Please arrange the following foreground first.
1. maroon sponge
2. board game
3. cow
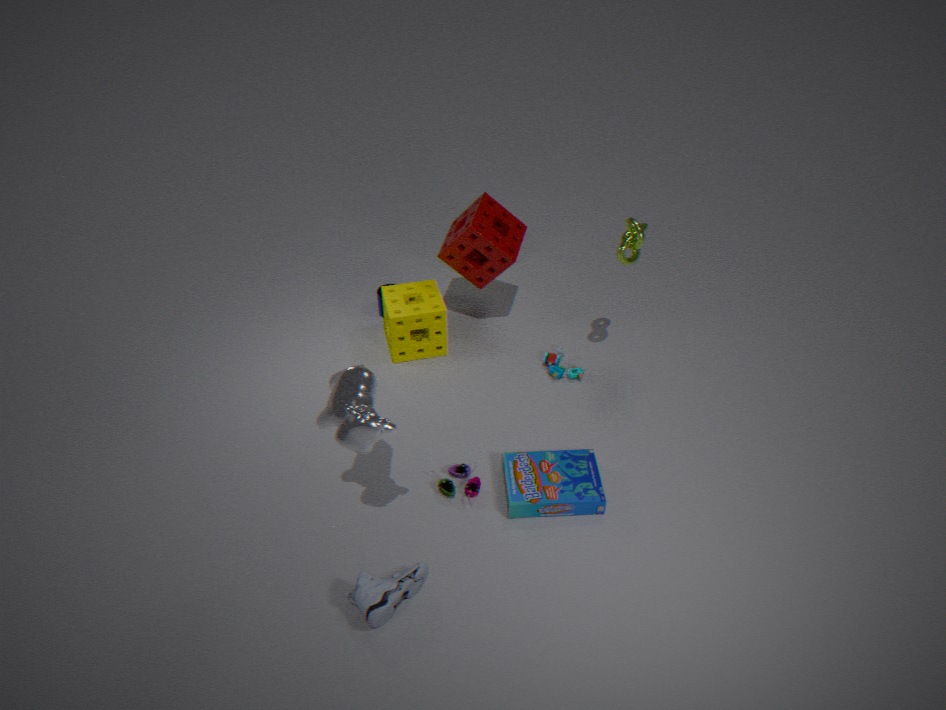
cow
board game
maroon sponge
